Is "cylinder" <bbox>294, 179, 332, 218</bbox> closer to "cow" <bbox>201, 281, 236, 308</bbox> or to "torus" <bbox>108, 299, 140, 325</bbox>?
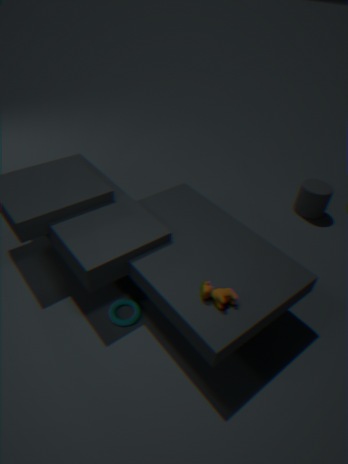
"cow" <bbox>201, 281, 236, 308</bbox>
